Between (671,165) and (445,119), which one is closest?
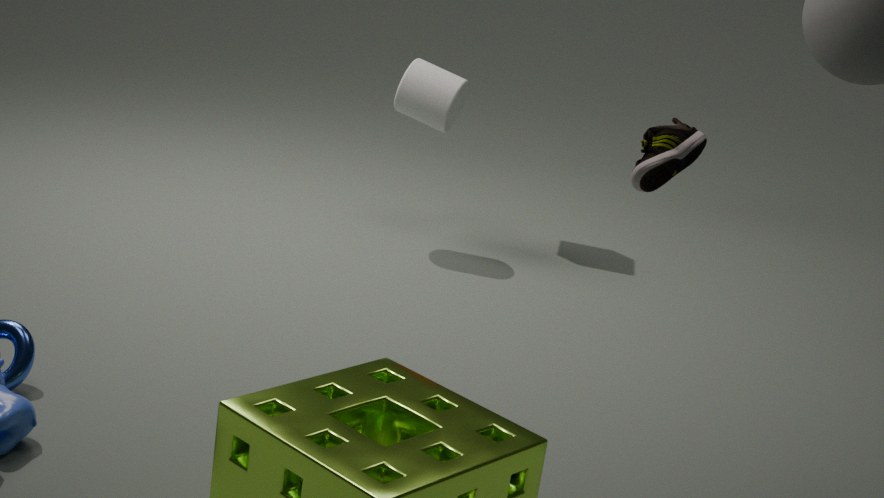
(671,165)
